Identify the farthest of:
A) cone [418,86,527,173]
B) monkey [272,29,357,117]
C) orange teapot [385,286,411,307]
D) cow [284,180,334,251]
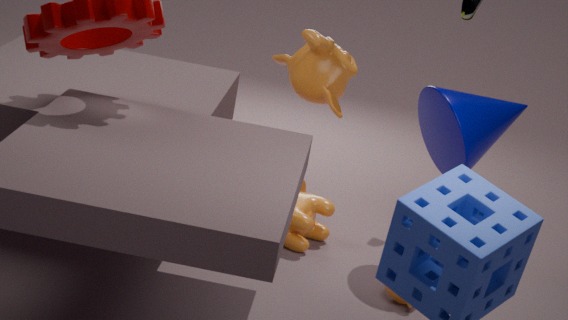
monkey [272,29,357,117]
